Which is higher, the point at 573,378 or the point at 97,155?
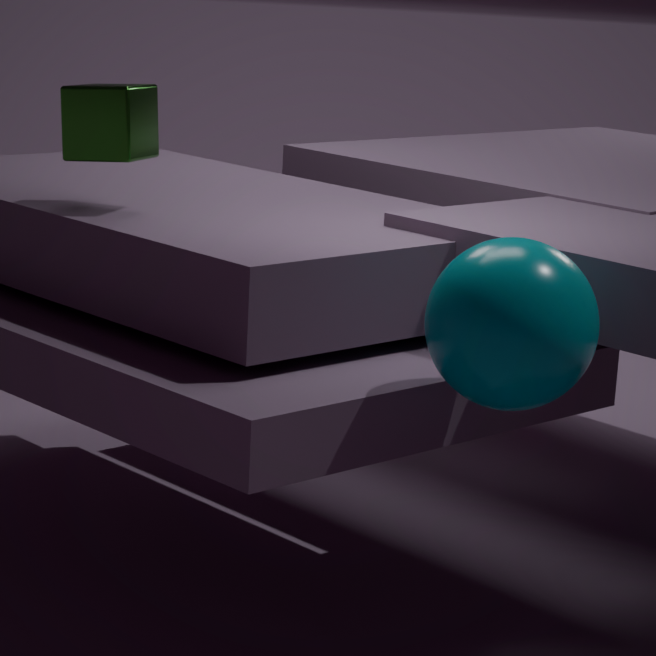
the point at 97,155
